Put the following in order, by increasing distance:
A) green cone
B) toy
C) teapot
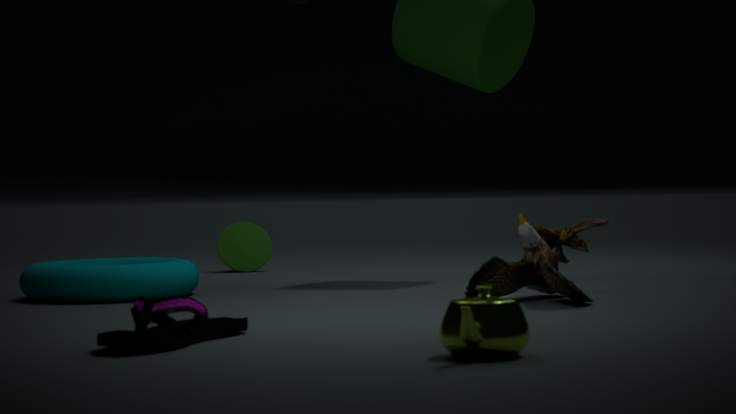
1. teapot
2. toy
3. green cone
